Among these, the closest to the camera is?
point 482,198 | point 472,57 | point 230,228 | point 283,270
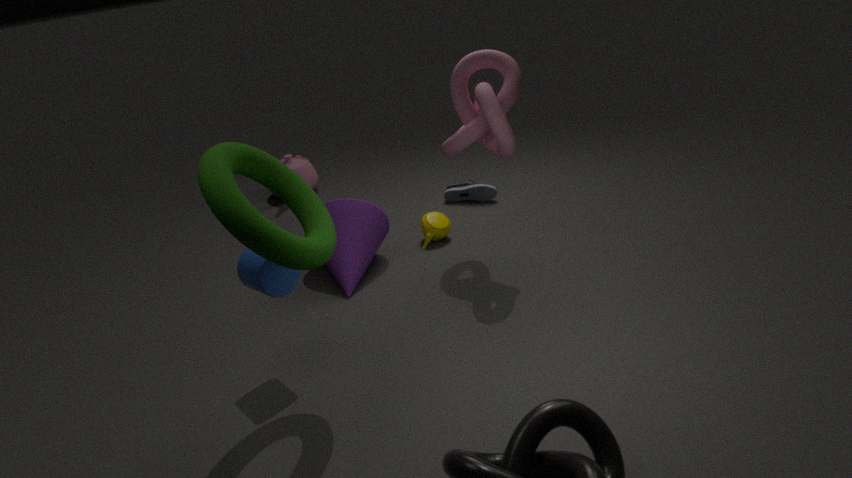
point 230,228
